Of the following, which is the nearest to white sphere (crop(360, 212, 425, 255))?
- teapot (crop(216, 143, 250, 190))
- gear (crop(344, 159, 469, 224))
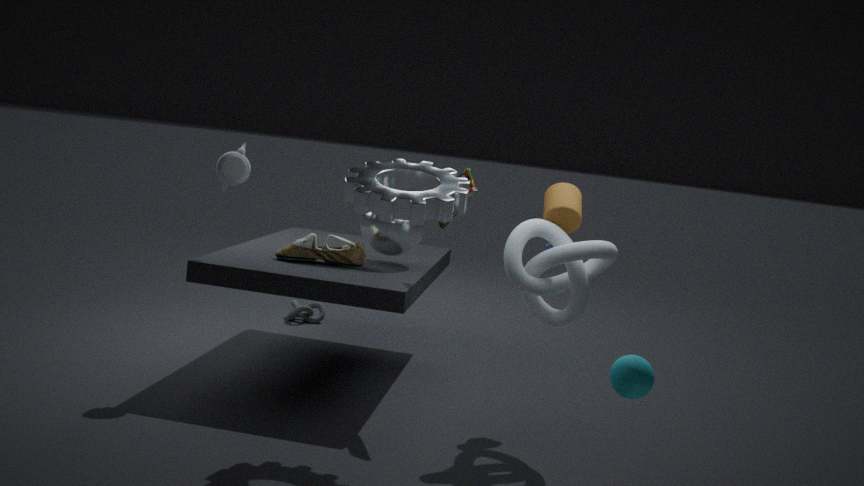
gear (crop(344, 159, 469, 224))
